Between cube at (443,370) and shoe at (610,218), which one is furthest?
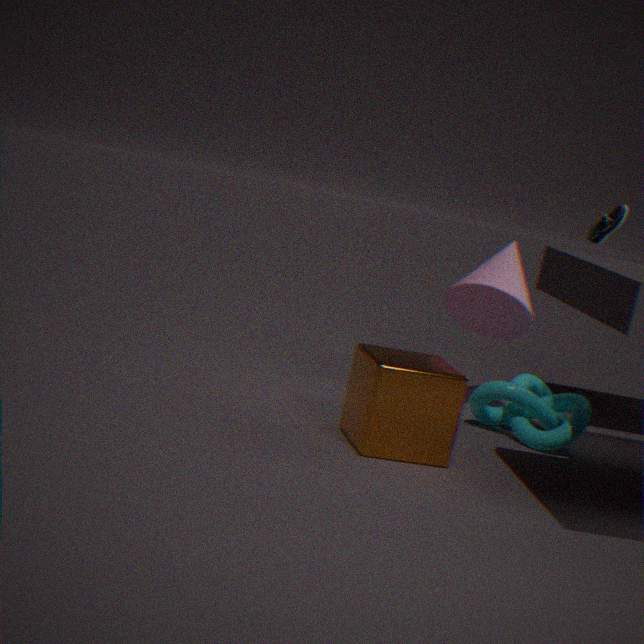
shoe at (610,218)
